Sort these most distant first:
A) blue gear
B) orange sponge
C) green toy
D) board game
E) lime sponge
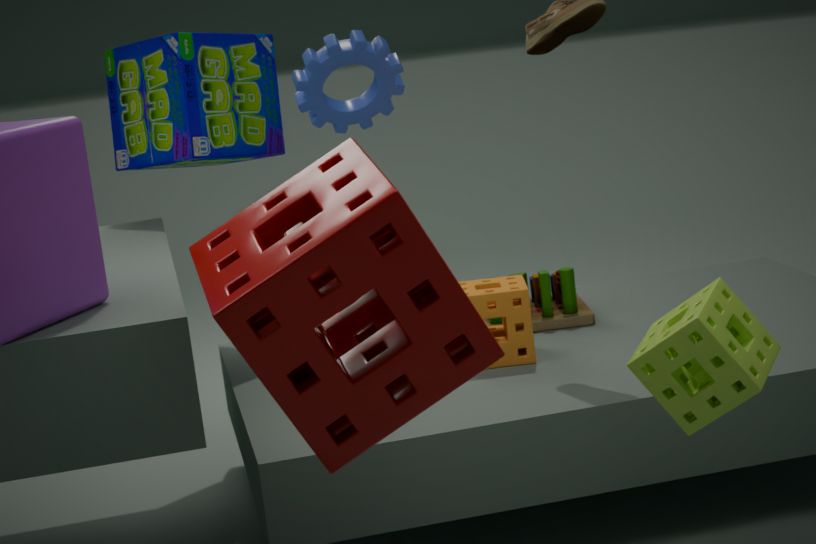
green toy → board game → blue gear → orange sponge → lime sponge
